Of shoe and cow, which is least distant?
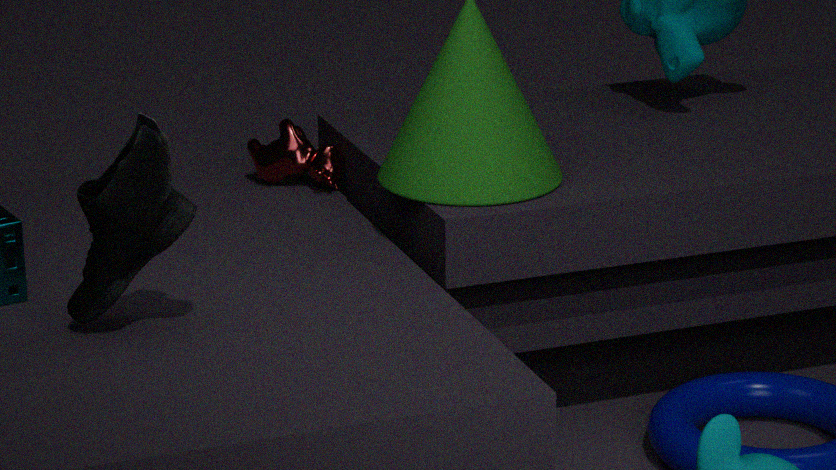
shoe
